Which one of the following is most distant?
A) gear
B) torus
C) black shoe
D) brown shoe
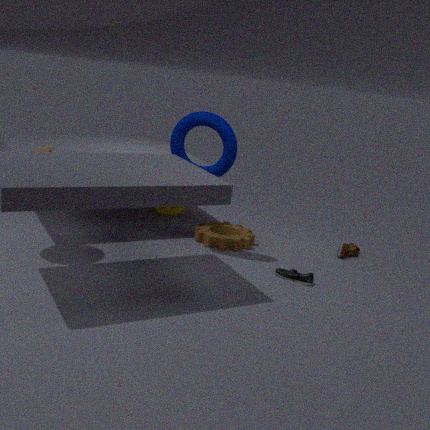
brown shoe
